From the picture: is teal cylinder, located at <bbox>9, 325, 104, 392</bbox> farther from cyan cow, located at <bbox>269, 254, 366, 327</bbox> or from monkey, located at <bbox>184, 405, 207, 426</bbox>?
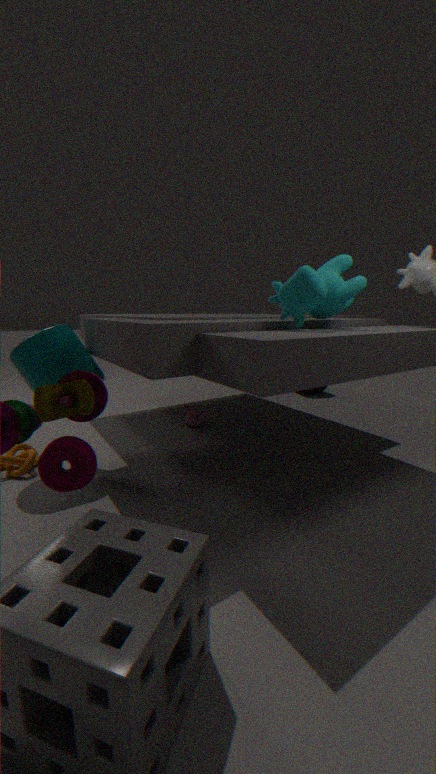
cyan cow, located at <bbox>269, 254, 366, 327</bbox>
